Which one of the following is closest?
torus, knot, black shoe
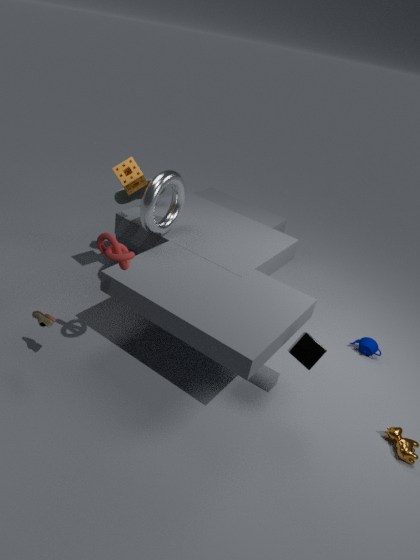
knot
